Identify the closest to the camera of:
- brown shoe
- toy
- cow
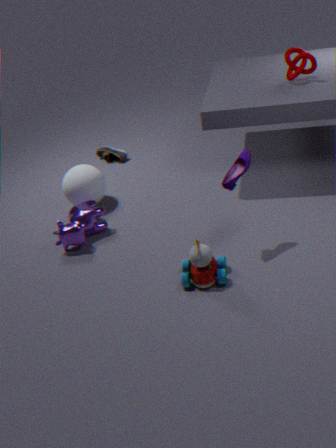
toy
